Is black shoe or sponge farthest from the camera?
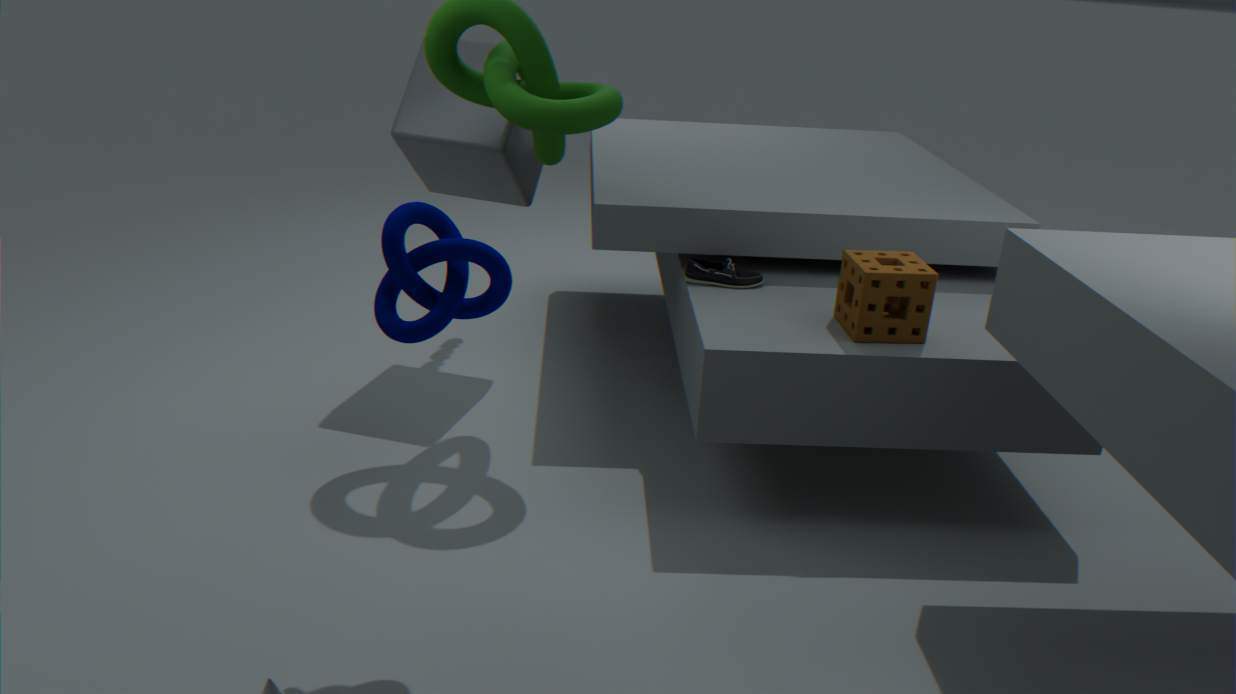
black shoe
